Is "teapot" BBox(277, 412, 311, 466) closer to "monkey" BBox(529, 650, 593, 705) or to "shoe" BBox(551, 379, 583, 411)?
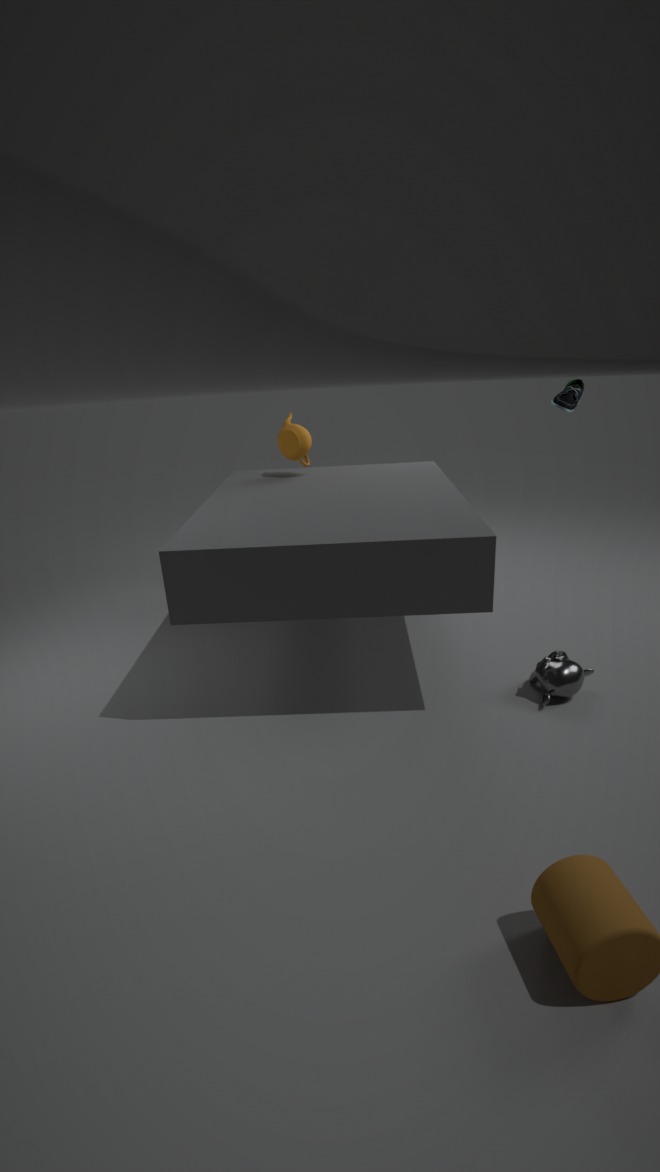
"shoe" BBox(551, 379, 583, 411)
